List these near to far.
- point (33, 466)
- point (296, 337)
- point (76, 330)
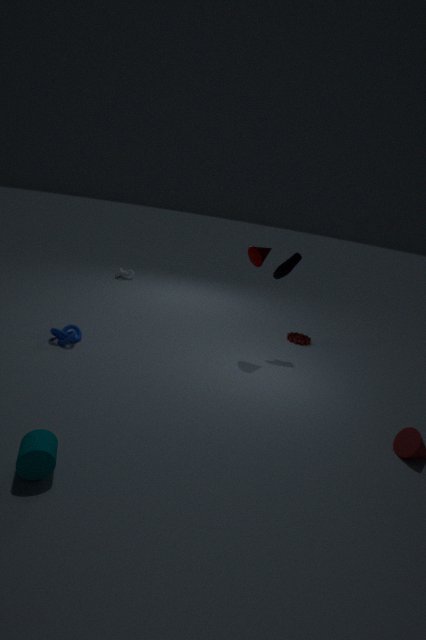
point (33, 466), point (76, 330), point (296, 337)
